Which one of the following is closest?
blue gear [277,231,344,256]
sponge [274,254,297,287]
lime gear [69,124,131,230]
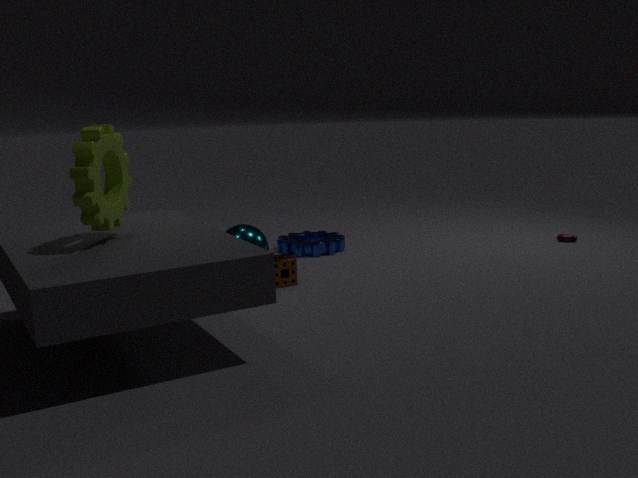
lime gear [69,124,131,230]
